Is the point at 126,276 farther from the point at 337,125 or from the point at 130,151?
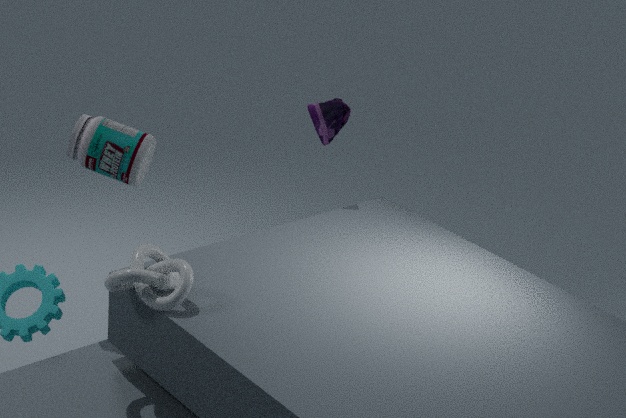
the point at 337,125
